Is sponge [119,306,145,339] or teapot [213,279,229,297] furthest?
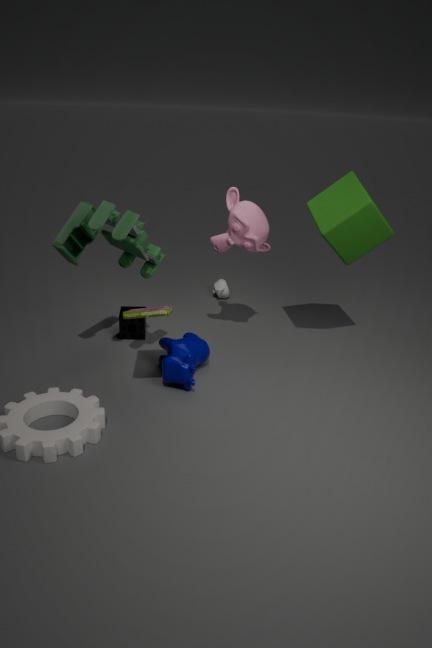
teapot [213,279,229,297]
